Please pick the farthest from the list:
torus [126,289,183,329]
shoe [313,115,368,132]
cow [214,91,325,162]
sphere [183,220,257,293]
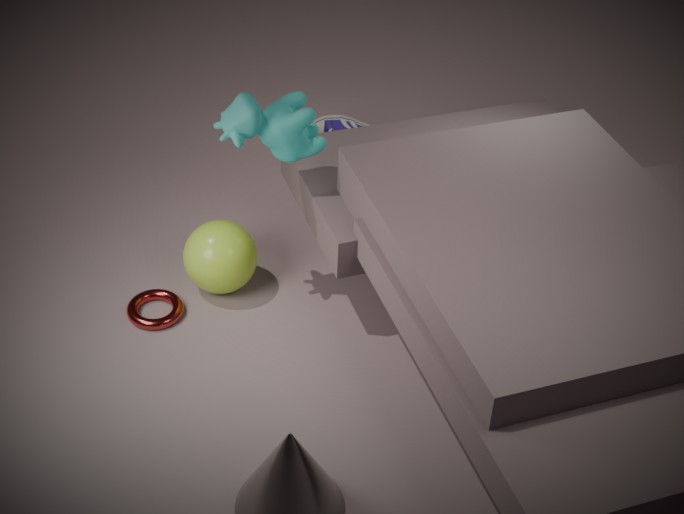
shoe [313,115,368,132]
